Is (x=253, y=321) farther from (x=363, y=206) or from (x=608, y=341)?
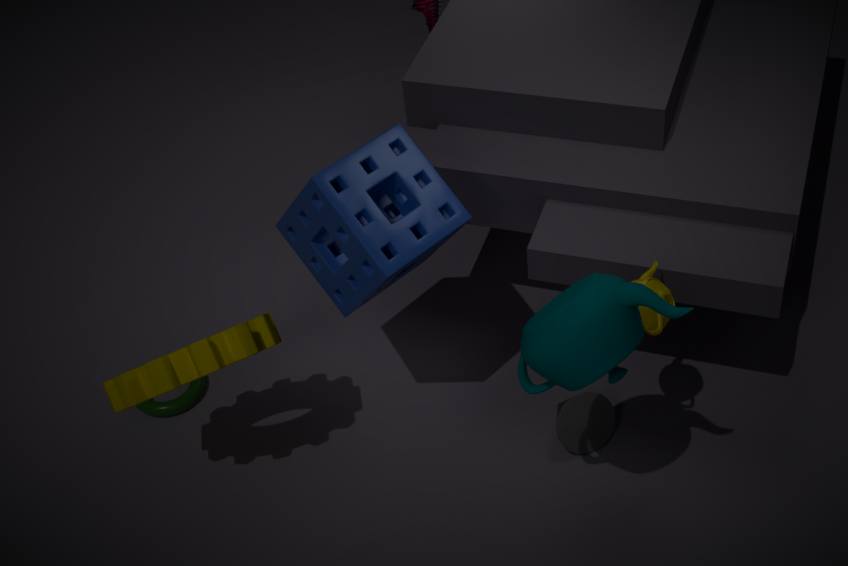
(x=608, y=341)
